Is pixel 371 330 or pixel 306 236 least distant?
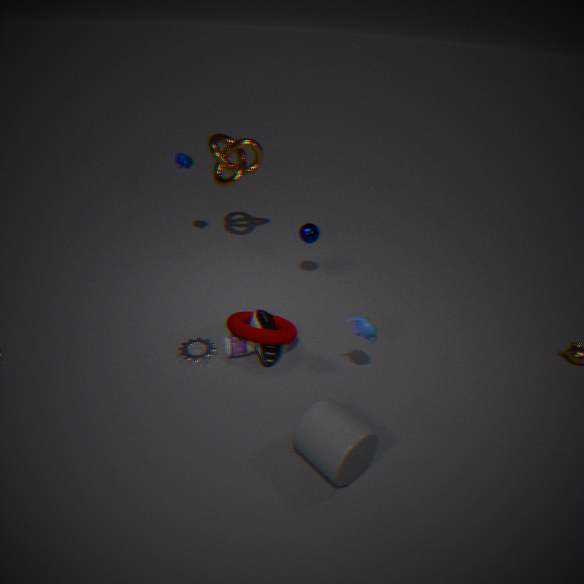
pixel 371 330
